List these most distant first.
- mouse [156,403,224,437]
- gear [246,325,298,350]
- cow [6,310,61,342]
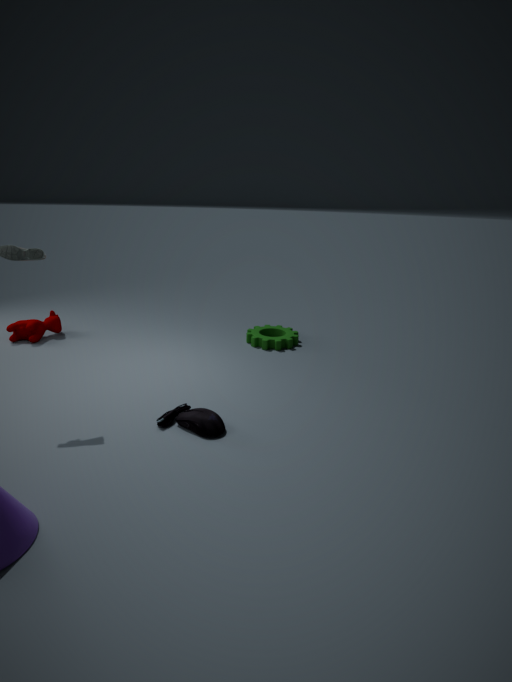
gear [246,325,298,350], cow [6,310,61,342], mouse [156,403,224,437]
